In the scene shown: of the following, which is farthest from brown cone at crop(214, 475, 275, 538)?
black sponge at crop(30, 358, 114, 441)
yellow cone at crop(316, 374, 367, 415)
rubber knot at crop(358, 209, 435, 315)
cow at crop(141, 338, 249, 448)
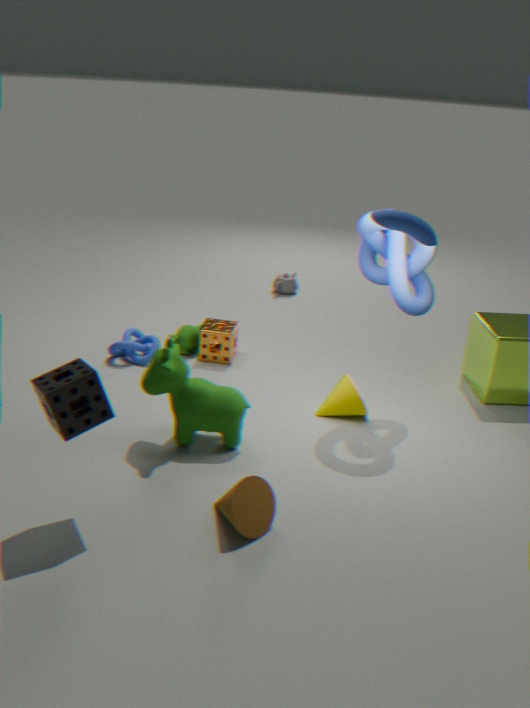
rubber knot at crop(358, 209, 435, 315)
